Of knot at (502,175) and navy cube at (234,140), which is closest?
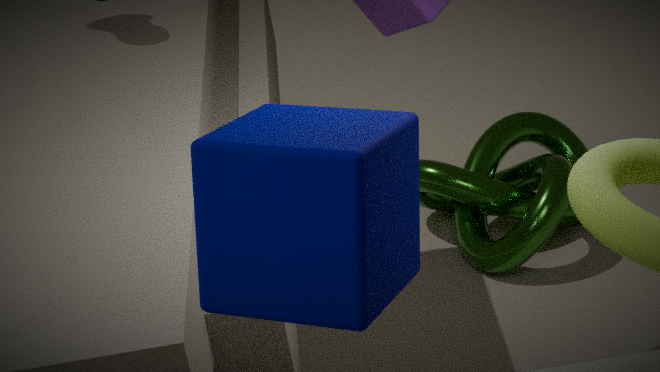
navy cube at (234,140)
